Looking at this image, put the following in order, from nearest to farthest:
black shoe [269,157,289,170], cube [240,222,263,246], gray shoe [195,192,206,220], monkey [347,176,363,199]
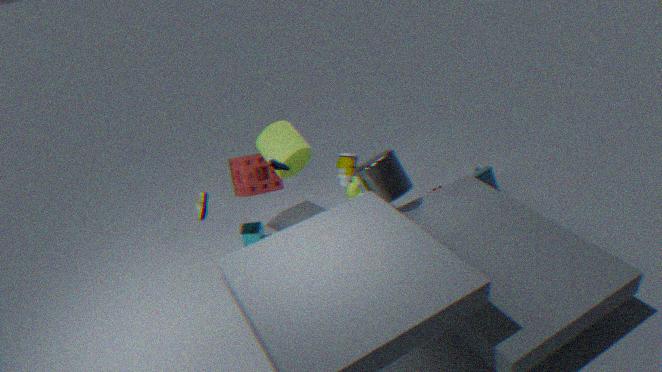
black shoe [269,157,289,170] → gray shoe [195,192,206,220] → monkey [347,176,363,199] → cube [240,222,263,246]
